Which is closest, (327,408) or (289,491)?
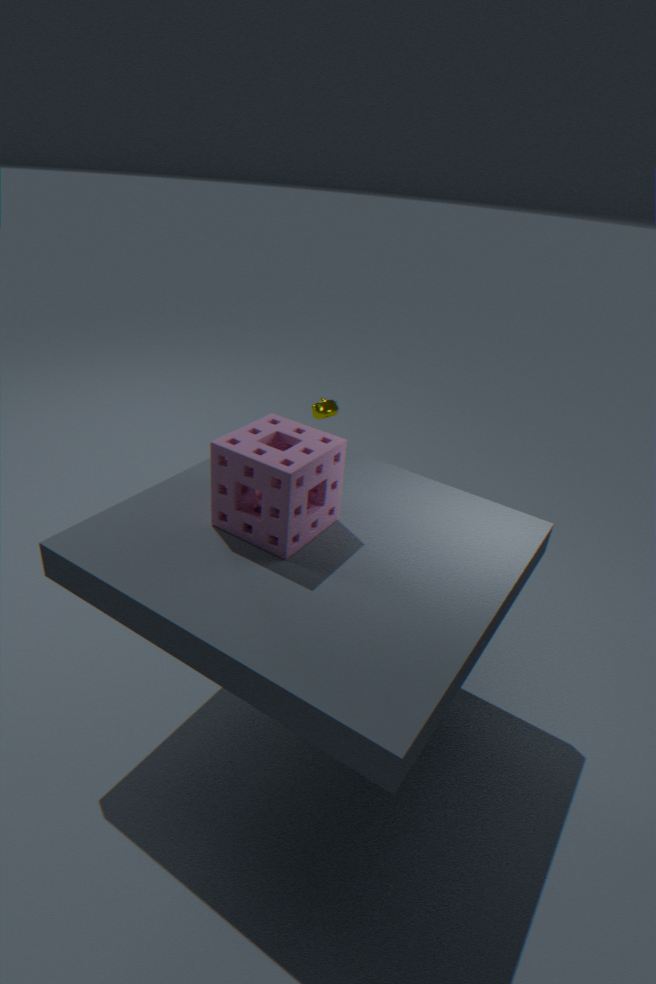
(289,491)
